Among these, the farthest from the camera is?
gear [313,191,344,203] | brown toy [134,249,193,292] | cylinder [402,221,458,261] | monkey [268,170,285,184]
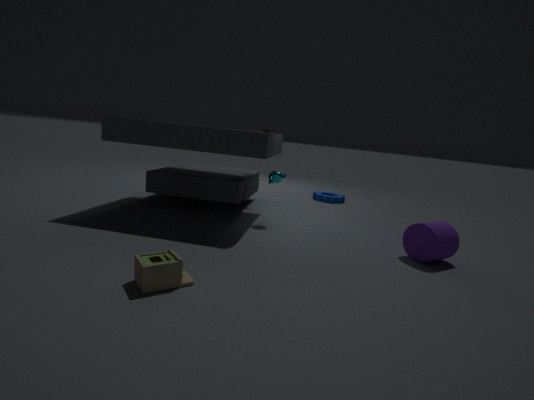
gear [313,191,344,203]
